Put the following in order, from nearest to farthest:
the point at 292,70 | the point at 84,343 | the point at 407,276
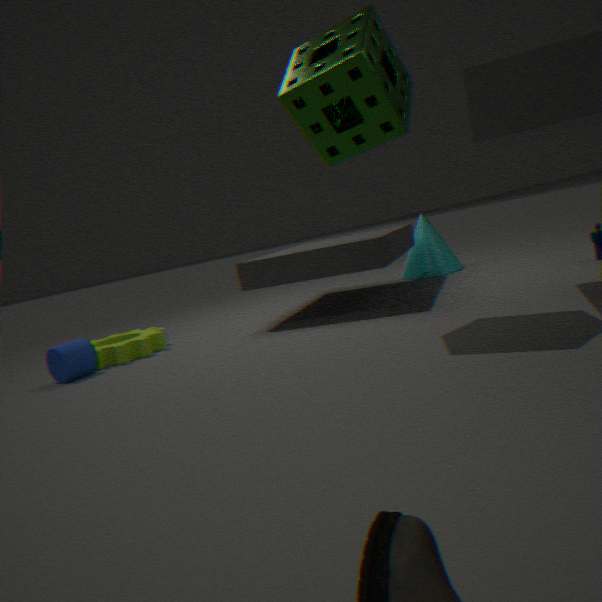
the point at 292,70 → the point at 84,343 → the point at 407,276
